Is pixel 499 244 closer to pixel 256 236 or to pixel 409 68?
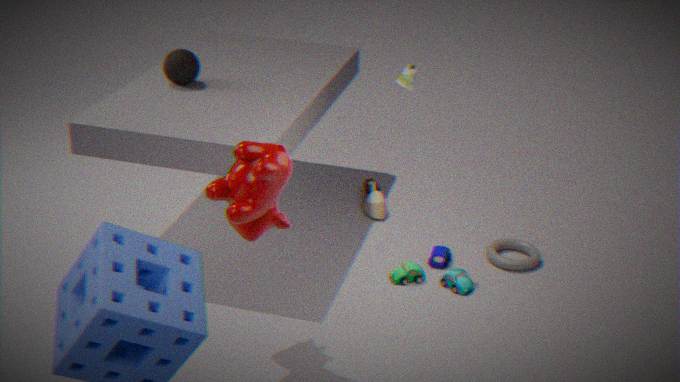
pixel 409 68
